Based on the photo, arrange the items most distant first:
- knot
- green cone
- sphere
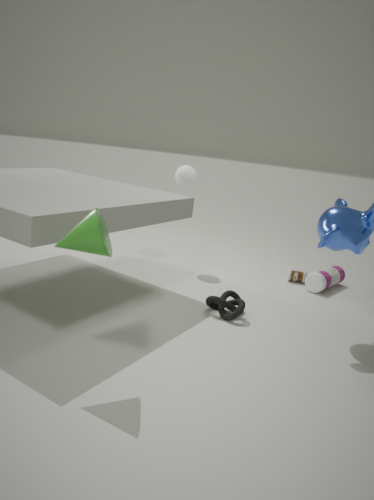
sphere
knot
green cone
